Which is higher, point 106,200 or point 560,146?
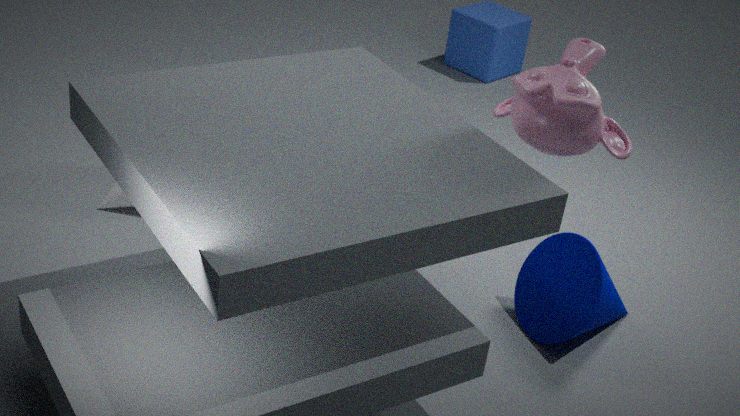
point 560,146
